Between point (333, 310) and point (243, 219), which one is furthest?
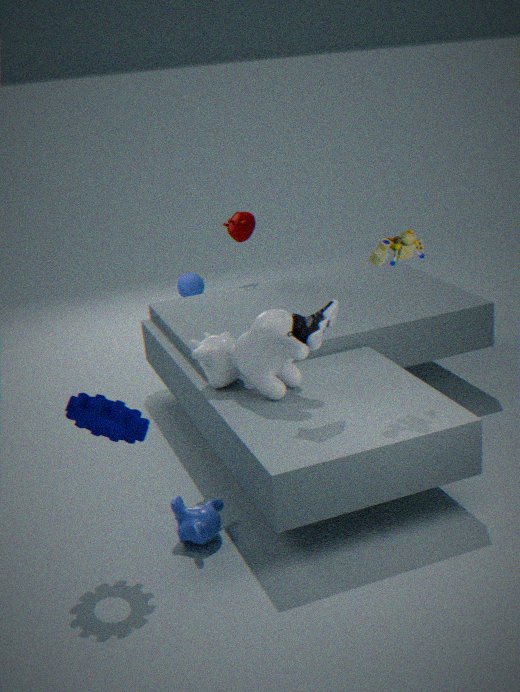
point (243, 219)
